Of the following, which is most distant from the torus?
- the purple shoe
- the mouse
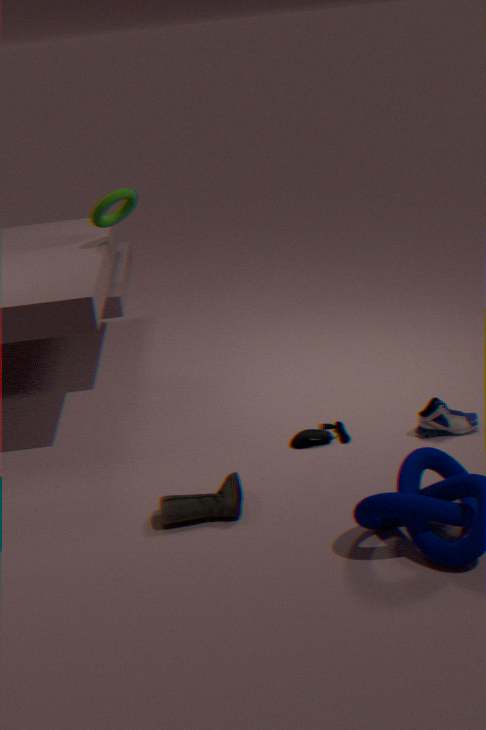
the purple shoe
